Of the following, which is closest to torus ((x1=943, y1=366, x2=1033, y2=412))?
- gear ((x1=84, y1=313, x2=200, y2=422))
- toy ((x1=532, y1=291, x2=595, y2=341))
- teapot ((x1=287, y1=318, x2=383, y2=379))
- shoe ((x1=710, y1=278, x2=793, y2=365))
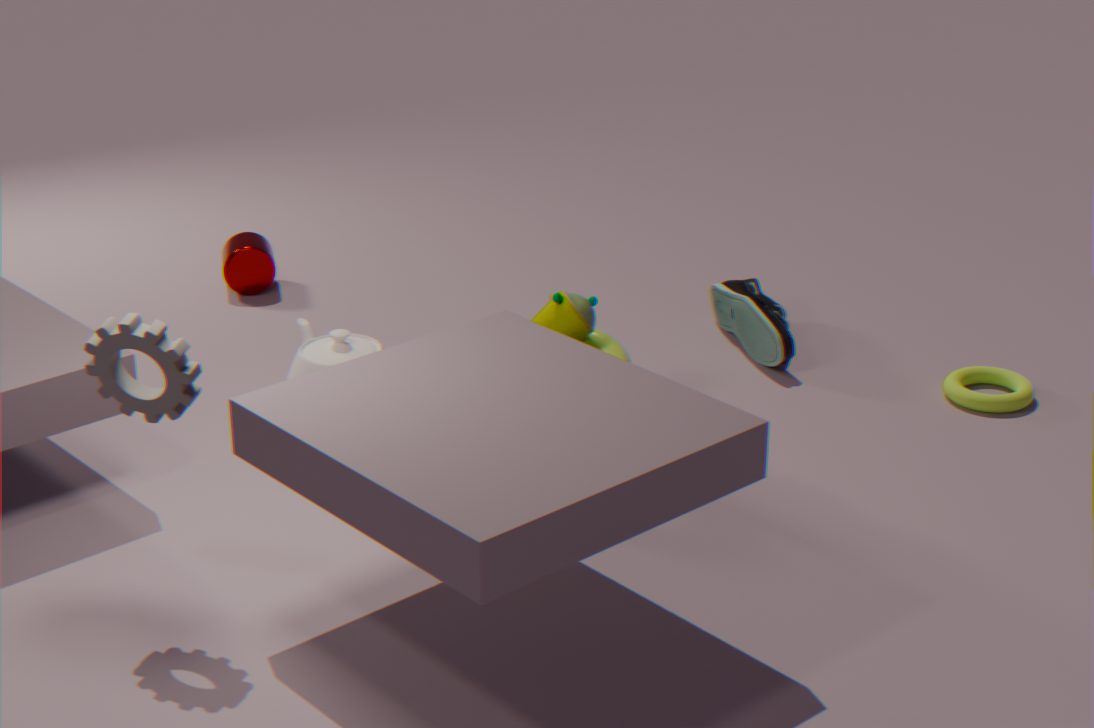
shoe ((x1=710, y1=278, x2=793, y2=365))
